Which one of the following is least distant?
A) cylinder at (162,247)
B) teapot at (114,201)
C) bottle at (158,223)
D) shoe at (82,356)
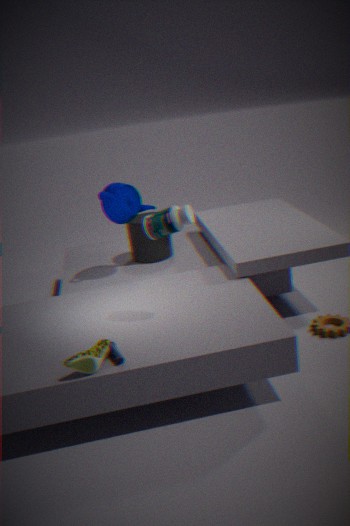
shoe at (82,356)
